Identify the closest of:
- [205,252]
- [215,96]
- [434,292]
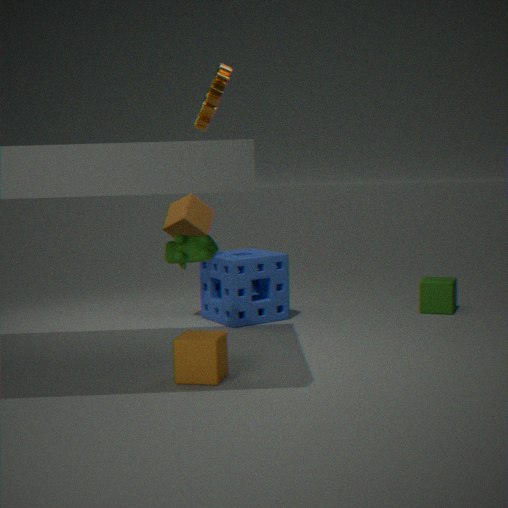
[205,252]
